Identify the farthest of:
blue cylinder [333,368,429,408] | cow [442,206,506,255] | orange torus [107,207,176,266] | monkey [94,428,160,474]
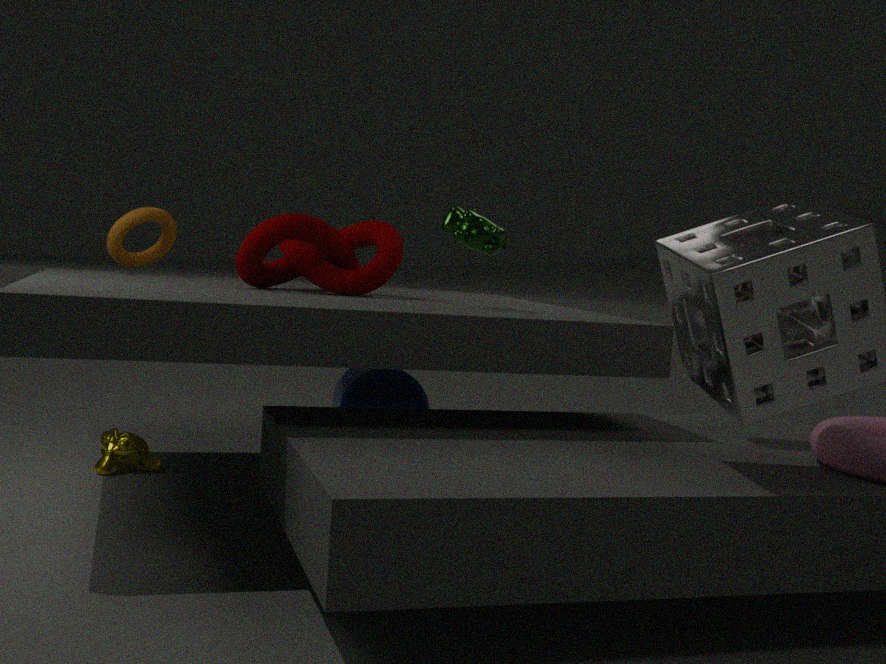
blue cylinder [333,368,429,408]
